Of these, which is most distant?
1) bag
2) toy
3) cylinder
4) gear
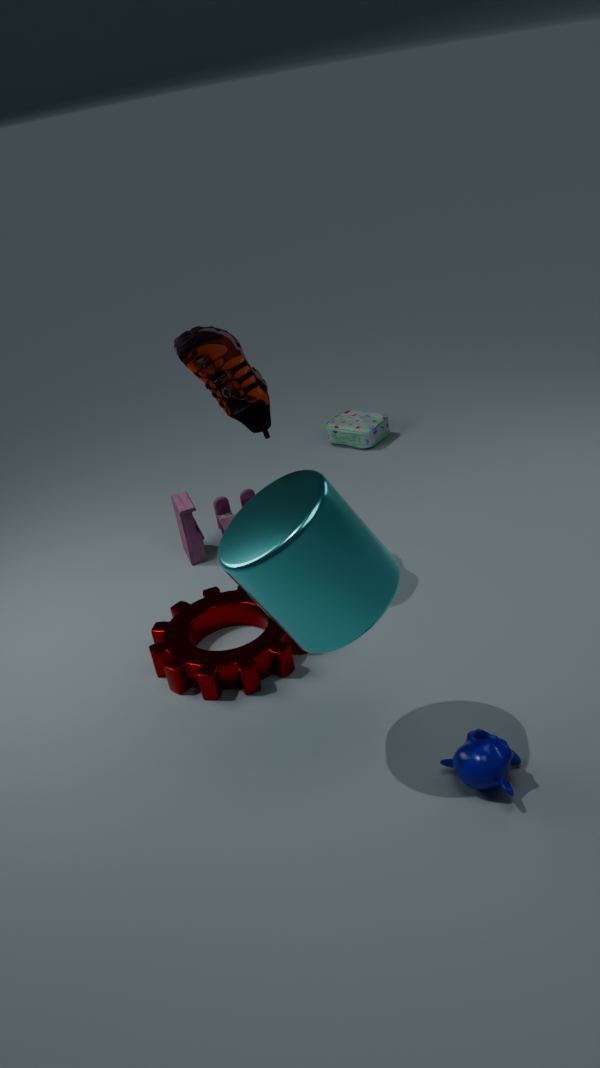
1. bag
